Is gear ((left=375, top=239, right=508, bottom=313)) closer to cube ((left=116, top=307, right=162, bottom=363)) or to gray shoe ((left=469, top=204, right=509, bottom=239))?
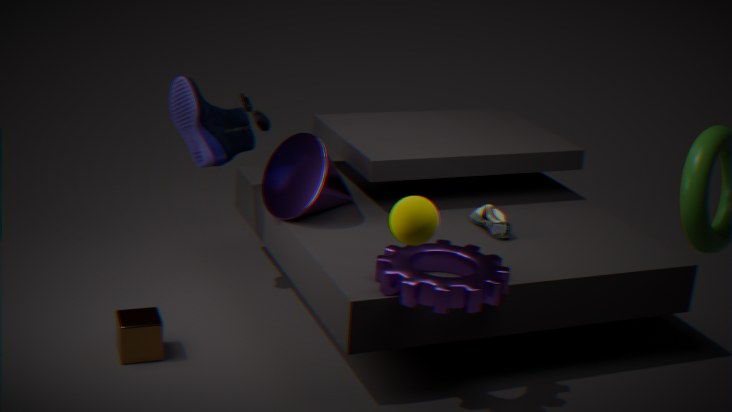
gray shoe ((left=469, top=204, right=509, bottom=239))
